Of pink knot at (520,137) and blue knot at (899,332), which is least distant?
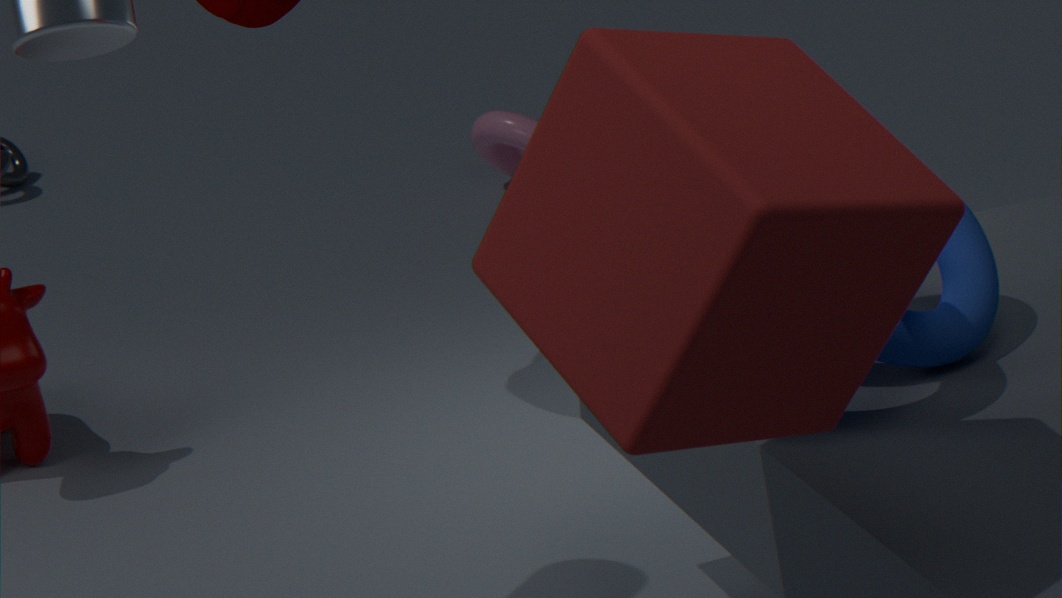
blue knot at (899,332)
